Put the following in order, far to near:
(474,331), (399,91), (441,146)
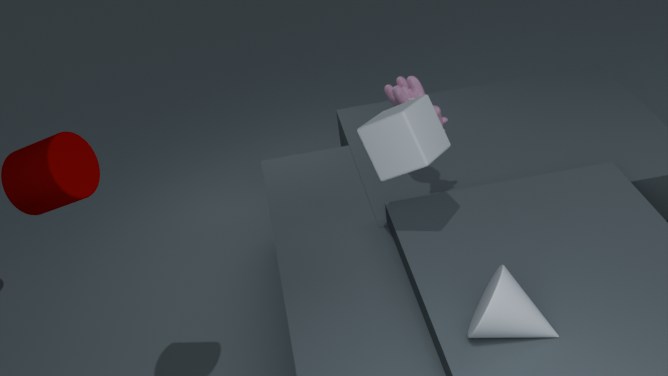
(399,91) → (441,146) → (474,331)
